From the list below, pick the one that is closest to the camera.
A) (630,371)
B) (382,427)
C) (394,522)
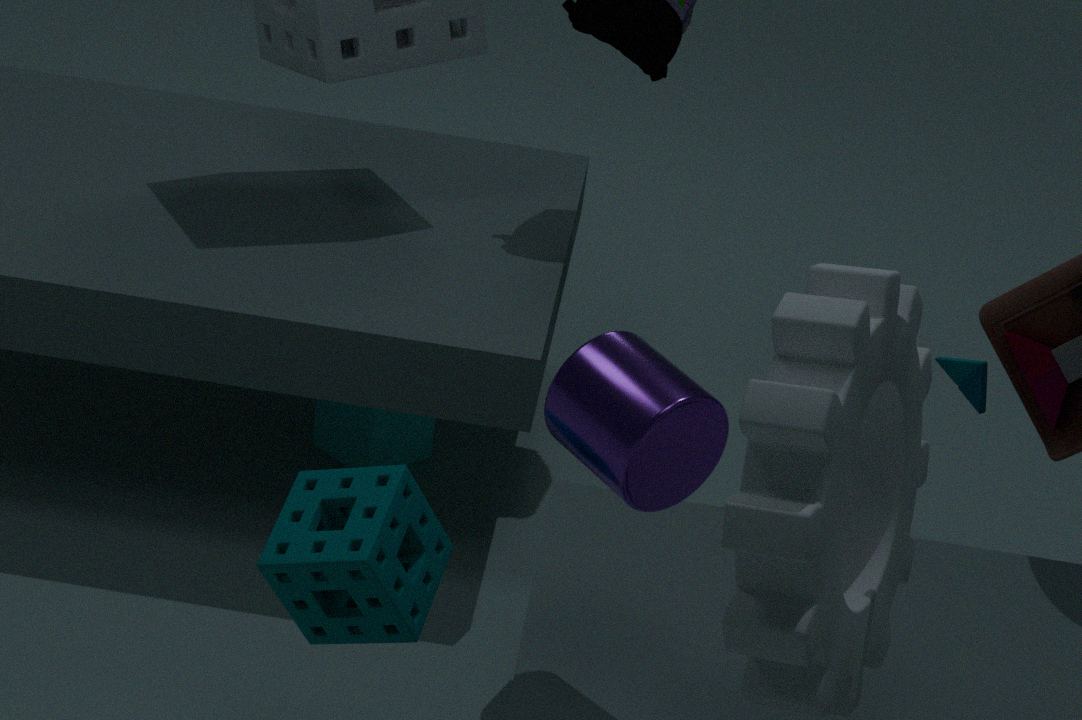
(630,371)
